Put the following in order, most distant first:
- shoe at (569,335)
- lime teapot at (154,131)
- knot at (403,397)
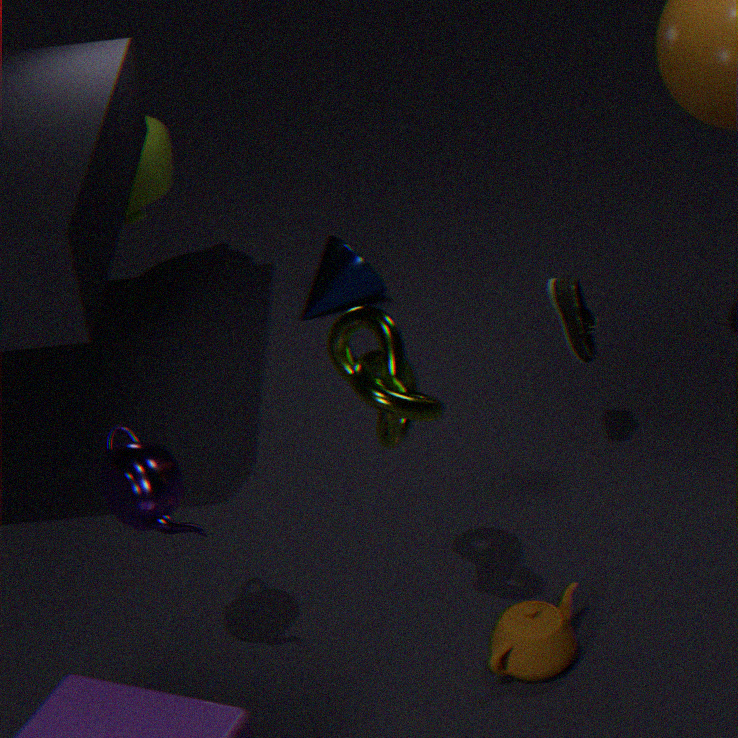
lime teapot at (154,131) → shoe at (569,335) → knot at (403,397)
